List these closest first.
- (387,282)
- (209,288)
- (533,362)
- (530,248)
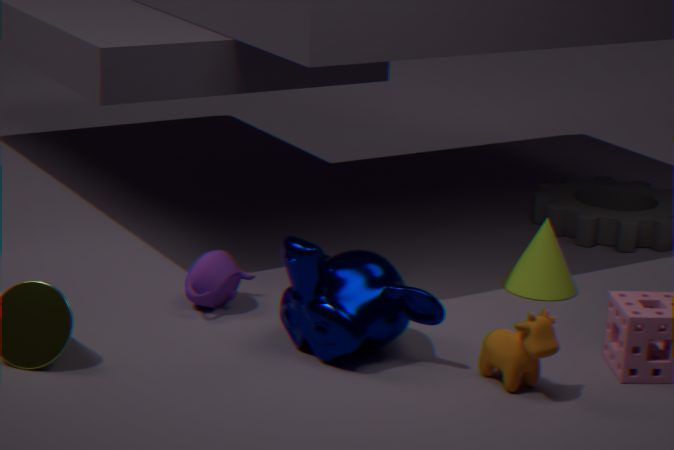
(533,362)
(387,282)
(209,288)
(530,248)
